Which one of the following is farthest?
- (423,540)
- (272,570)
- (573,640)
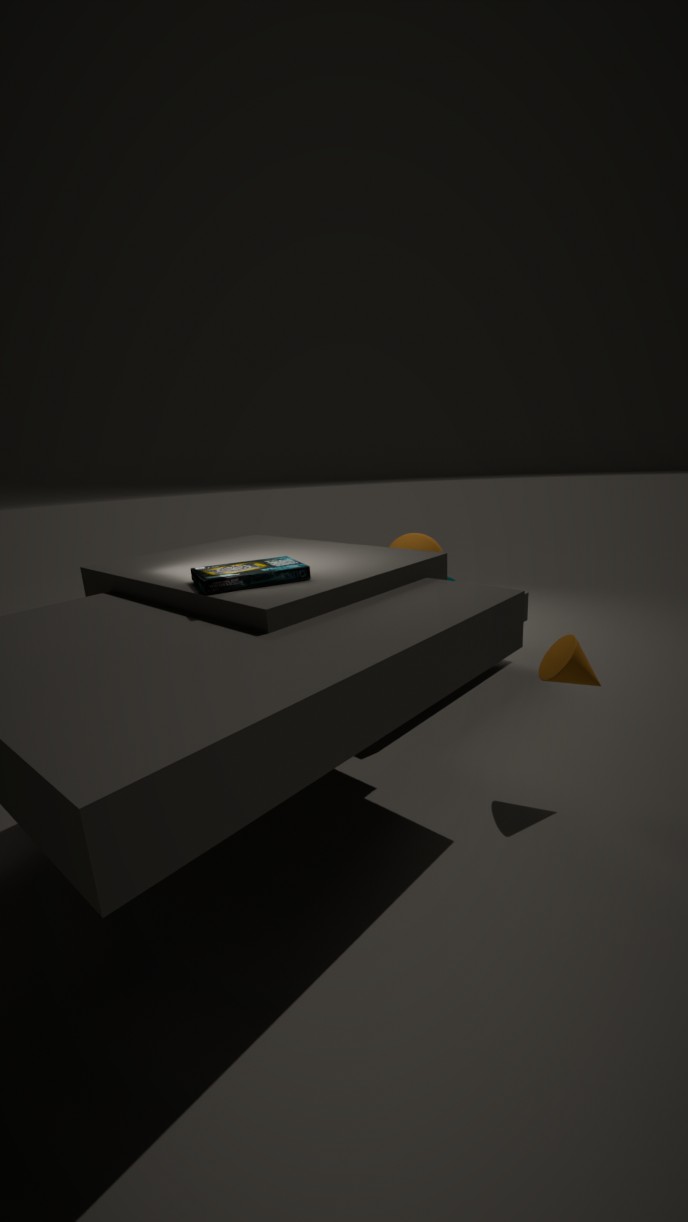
(423,540)
